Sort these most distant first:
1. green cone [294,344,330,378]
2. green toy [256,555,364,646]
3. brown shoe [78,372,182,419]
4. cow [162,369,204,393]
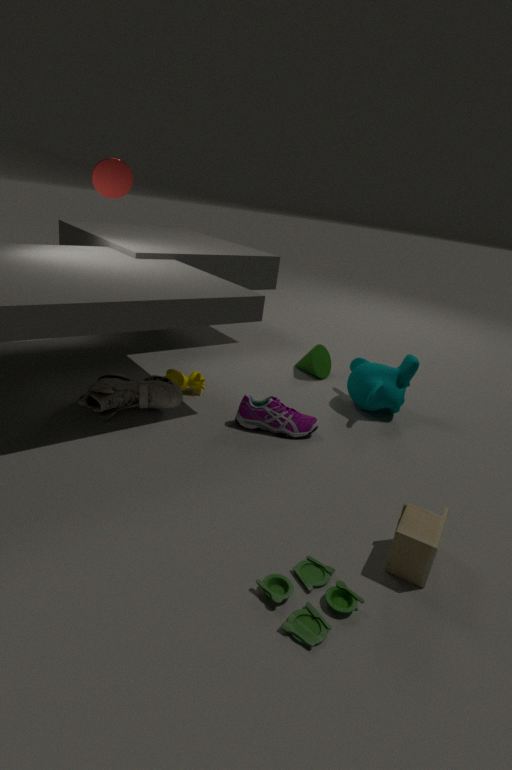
green cone [294,344,330,378]
cow [162,369,204,393]
brown shoe [78,372,182,419]
green toy [256,555,364,646]
